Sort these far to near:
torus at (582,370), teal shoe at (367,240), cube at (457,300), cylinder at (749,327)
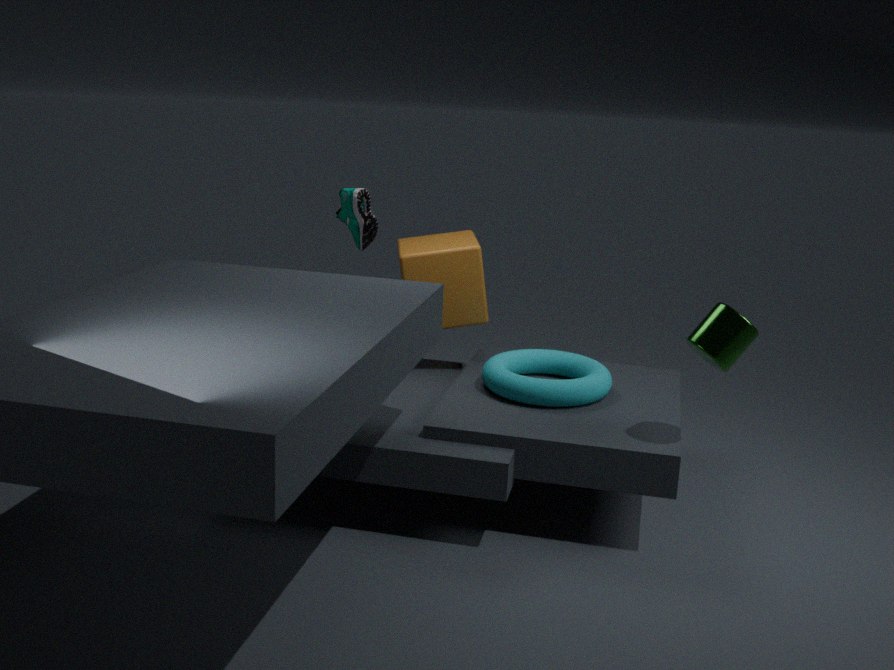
1. cube at (457,300)
2. teal shoe at (367,240)
3. torus at (582,370)
4. cylinder at (749,327)
